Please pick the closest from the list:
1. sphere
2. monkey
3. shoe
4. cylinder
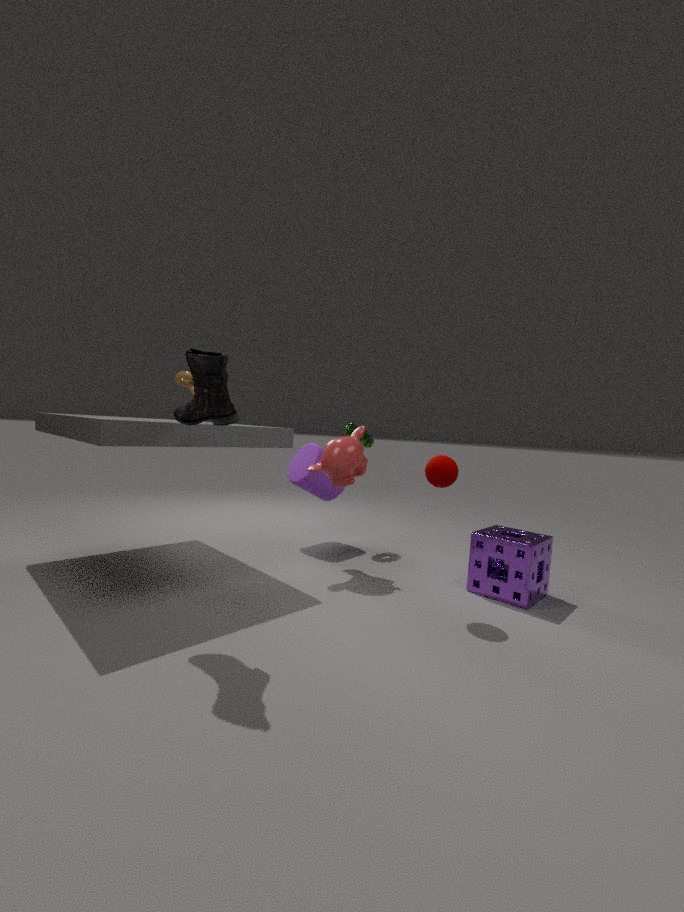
shoe
